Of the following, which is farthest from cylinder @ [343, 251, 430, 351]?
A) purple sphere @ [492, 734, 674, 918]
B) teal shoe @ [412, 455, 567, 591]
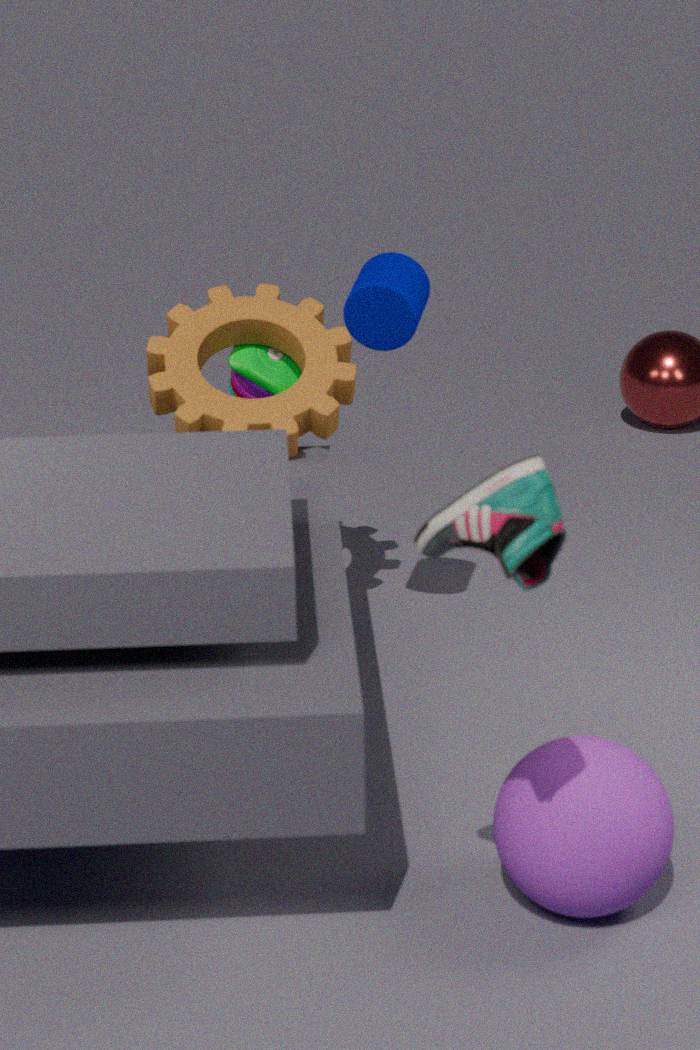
teal shoe @ [412, 455, 567, 591]
